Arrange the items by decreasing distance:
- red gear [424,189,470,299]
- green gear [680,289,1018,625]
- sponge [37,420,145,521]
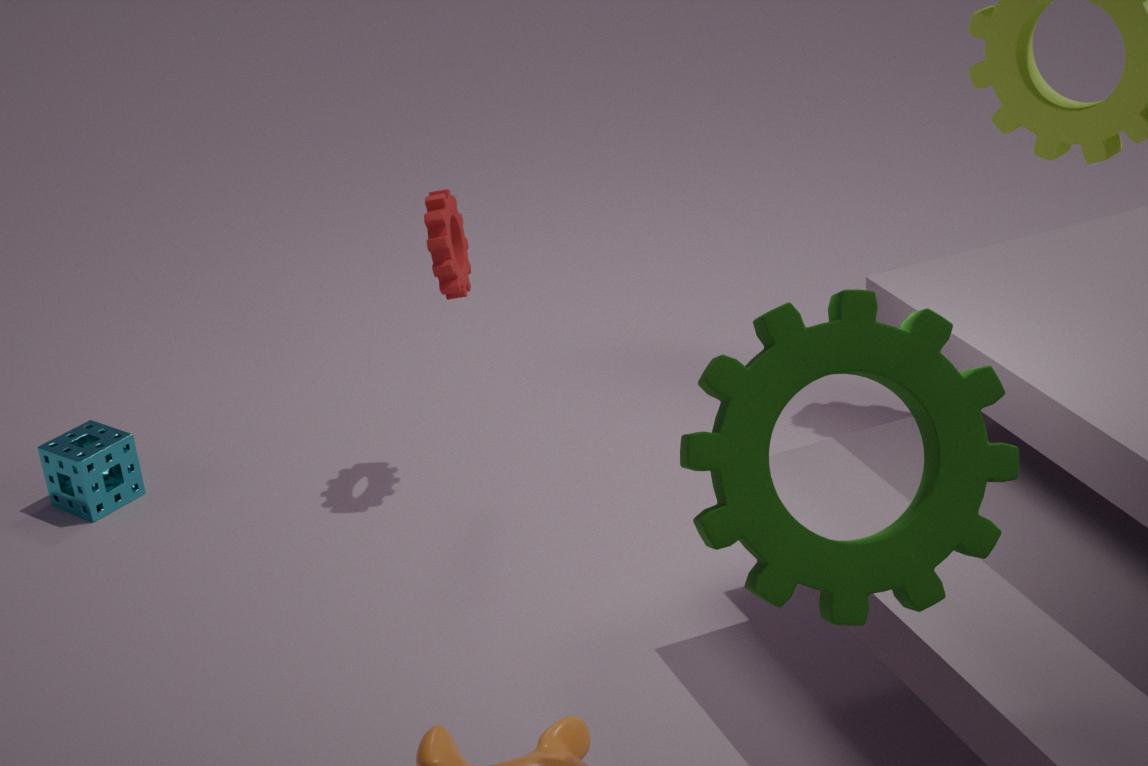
sponge [37,420,145,521] → red gear [424,189,470,299] → green gear [680,289,1018,625]
